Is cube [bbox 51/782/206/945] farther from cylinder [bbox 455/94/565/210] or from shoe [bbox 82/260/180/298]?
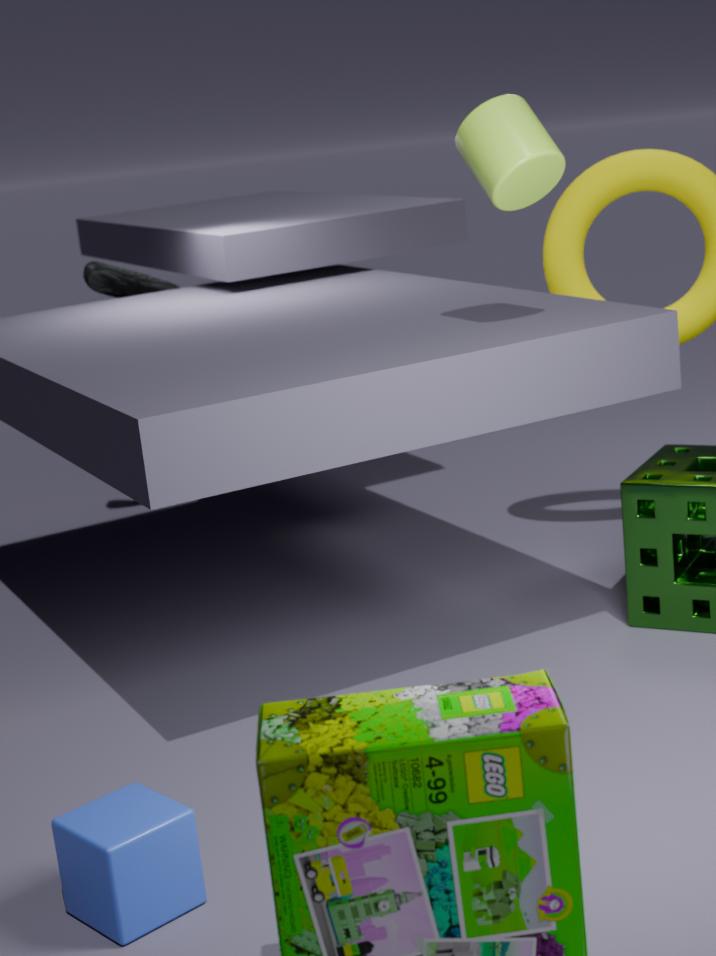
shoe [bbox 82/260/180/298]
